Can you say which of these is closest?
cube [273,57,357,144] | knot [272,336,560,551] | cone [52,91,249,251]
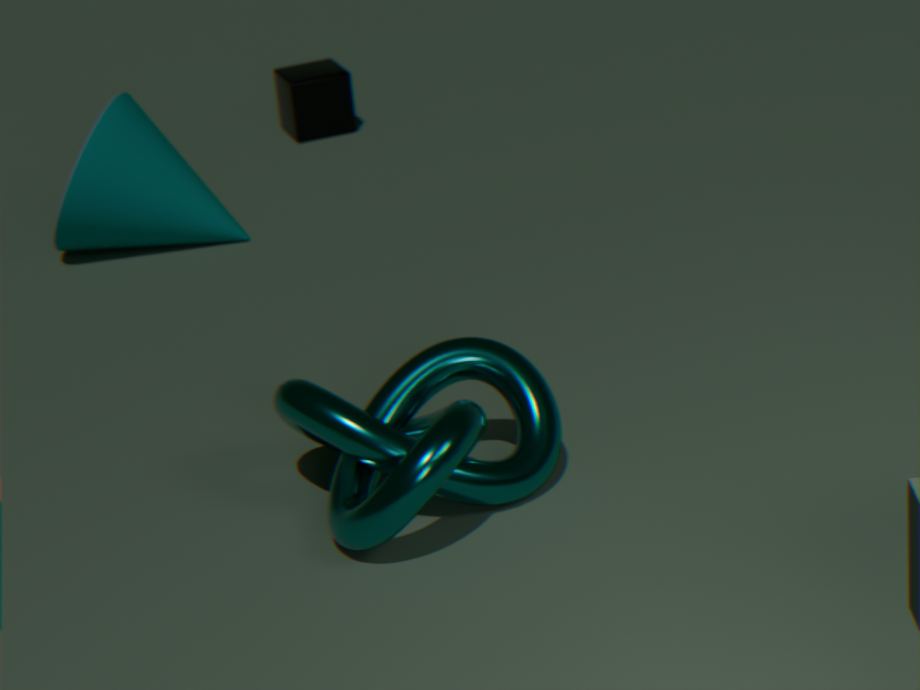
knot [272,336,560,551]
